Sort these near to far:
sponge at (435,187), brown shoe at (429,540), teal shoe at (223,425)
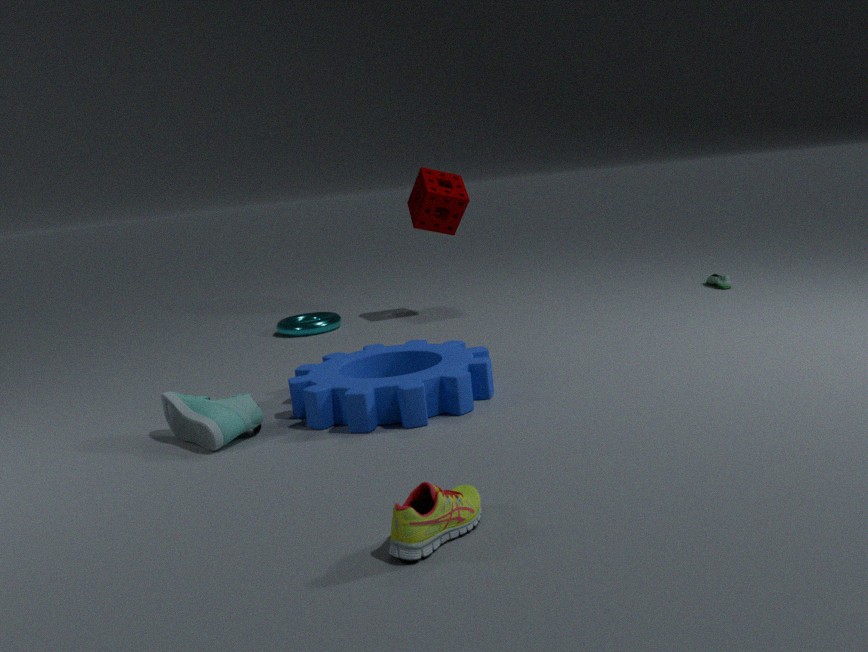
brown shoe at (429,540)
teal shoe at (223,425)
sponge at (435,187)
